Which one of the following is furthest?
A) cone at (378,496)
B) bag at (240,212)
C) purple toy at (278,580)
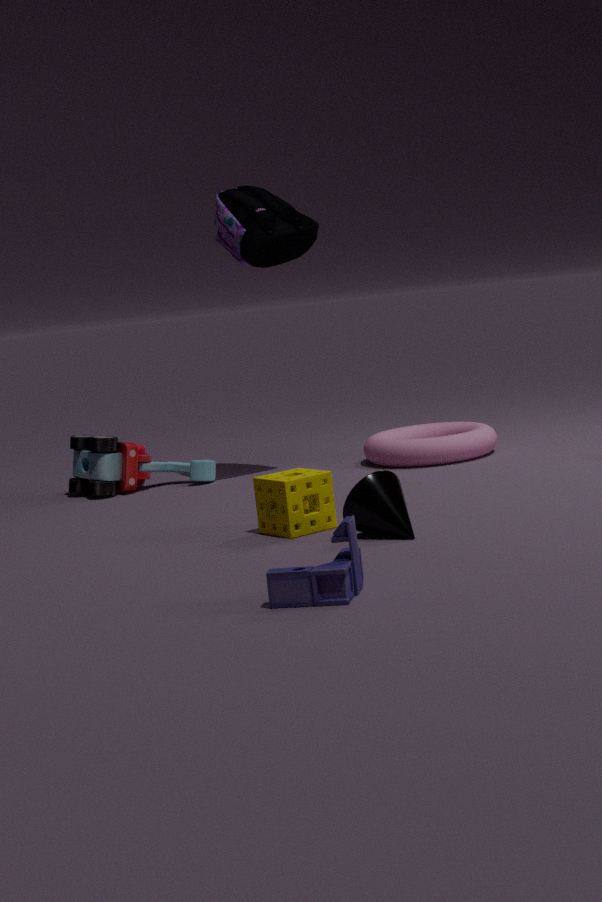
bag at (240,212)
